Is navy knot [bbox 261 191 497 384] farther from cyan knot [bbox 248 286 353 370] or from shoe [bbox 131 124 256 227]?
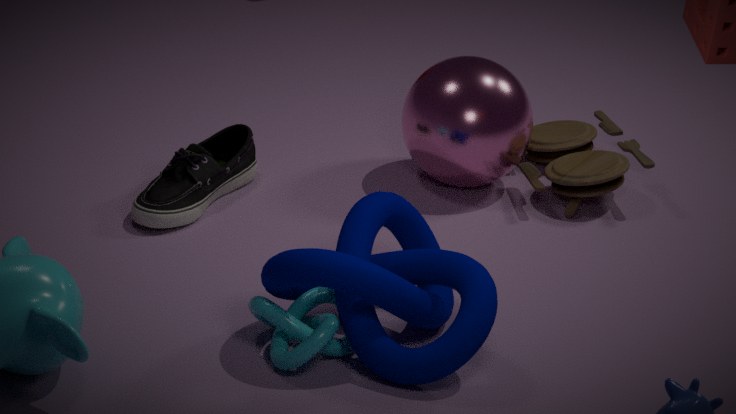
shoe [bbox 131 124 256 227]
